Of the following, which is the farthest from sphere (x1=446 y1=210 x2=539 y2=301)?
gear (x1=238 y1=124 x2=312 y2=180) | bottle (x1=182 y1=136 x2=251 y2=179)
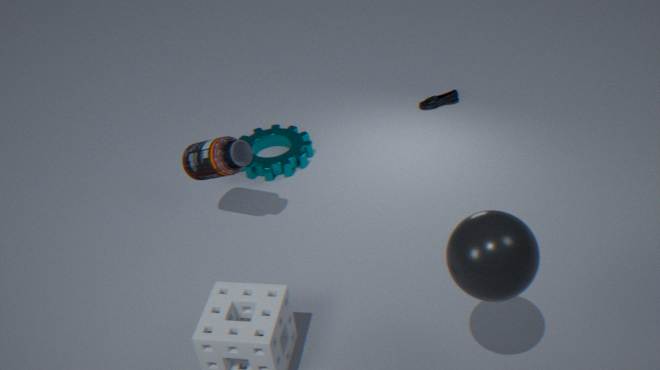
gear (x1=238 y1=124 x2=312 y2=180)
